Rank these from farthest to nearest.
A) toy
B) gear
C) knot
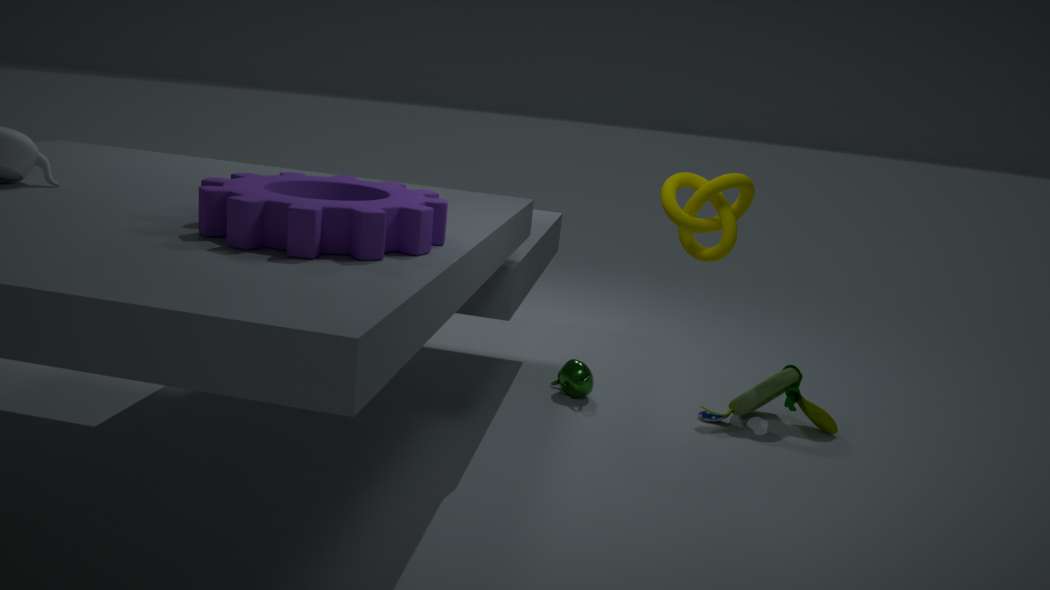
toy
knot
gear
